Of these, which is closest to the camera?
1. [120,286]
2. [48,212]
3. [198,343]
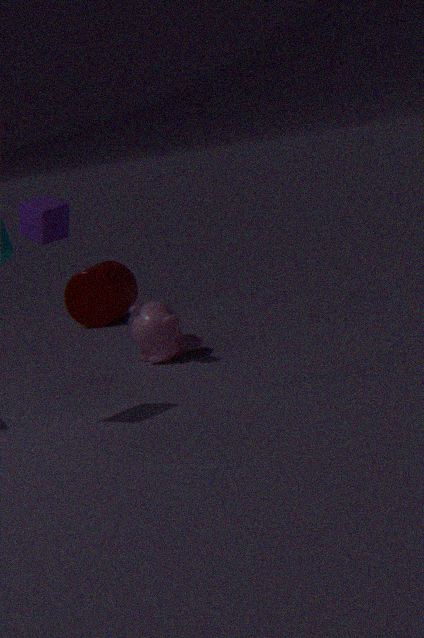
[48,212]
